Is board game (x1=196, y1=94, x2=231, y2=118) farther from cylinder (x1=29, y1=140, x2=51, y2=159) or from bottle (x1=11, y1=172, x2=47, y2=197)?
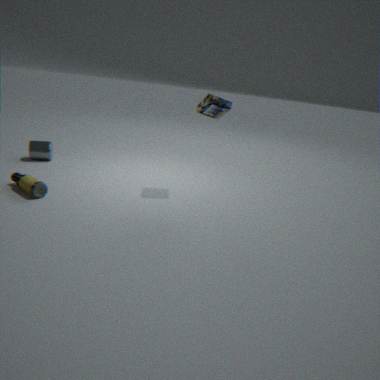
cylinder (x1=29, y1=140, x2=51, y2=159)
